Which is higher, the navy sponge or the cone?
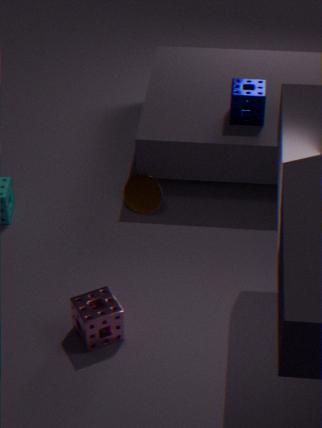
the navy sponge
